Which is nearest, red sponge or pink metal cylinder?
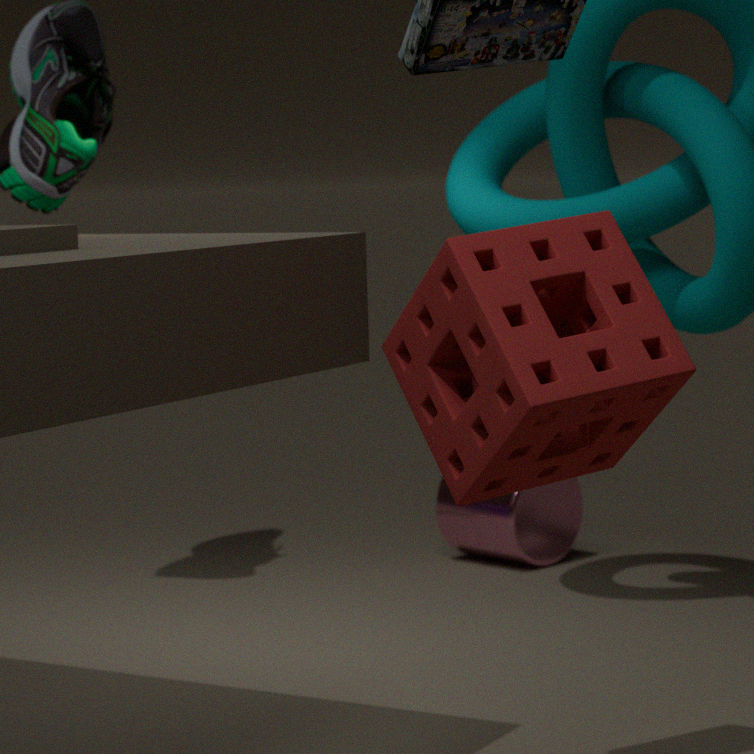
red sponge
